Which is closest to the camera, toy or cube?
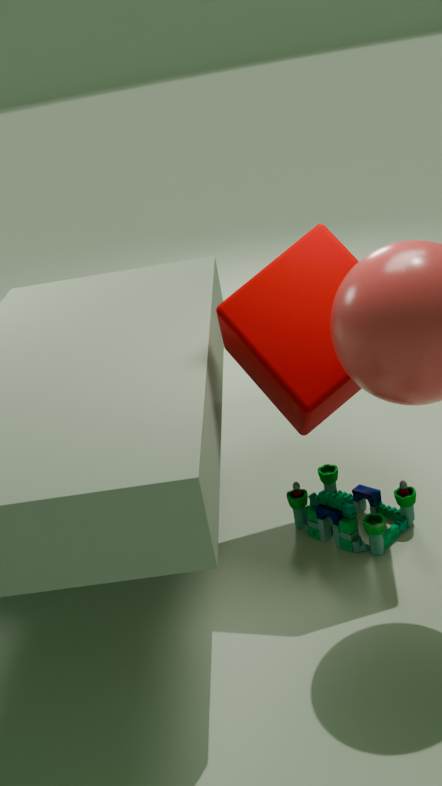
cube
